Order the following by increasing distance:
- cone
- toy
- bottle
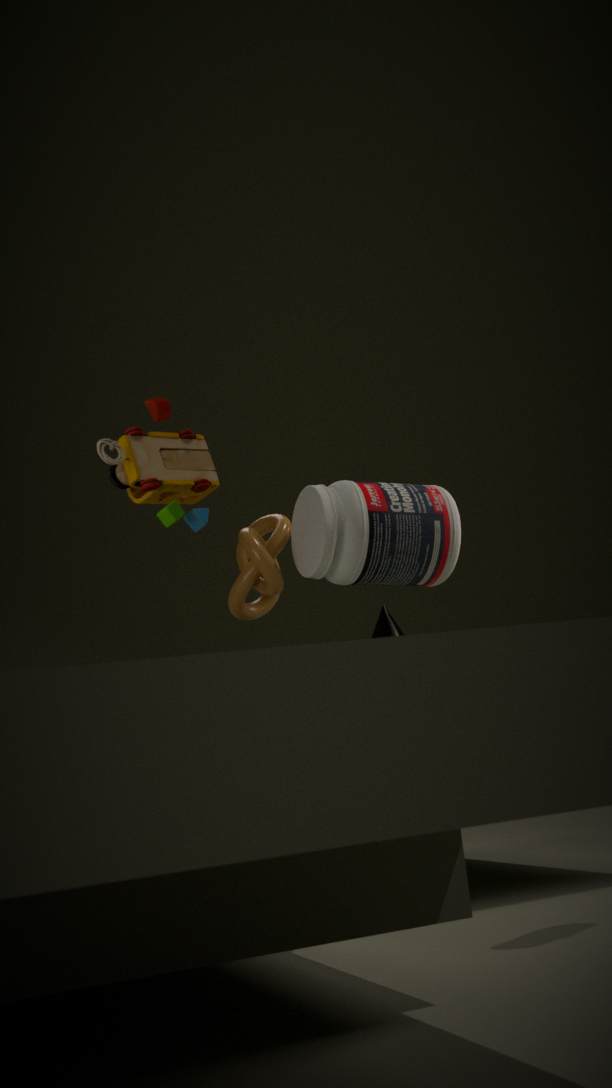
toy
bottle
cone
